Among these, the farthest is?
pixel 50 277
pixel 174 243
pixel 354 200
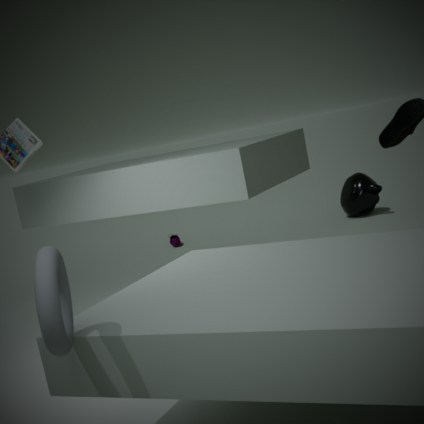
pixel 174 243
